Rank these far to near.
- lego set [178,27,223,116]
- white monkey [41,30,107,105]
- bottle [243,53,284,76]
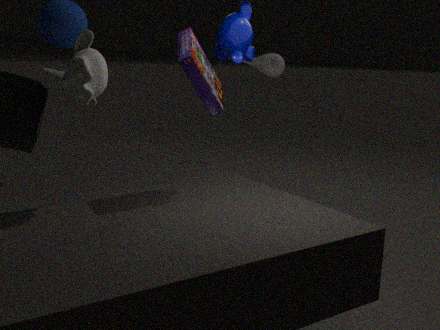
bottle [243,53,284,76] → lego set [178,27,223,116] → white monkey [41,30,107,105]
